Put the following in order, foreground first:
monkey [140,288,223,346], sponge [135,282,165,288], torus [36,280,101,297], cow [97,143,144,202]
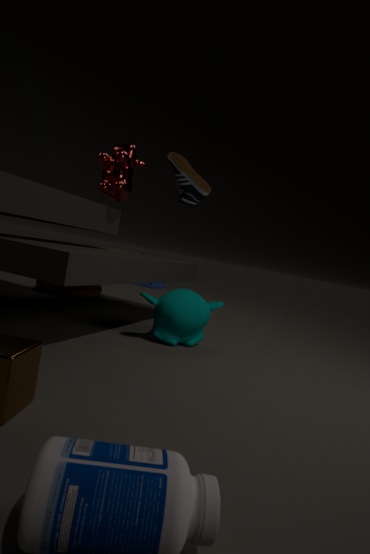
monkey [140,288,223,346], cow [97,143,144,202], torus [36,280,101,297], sponge [135,282,165,288]
